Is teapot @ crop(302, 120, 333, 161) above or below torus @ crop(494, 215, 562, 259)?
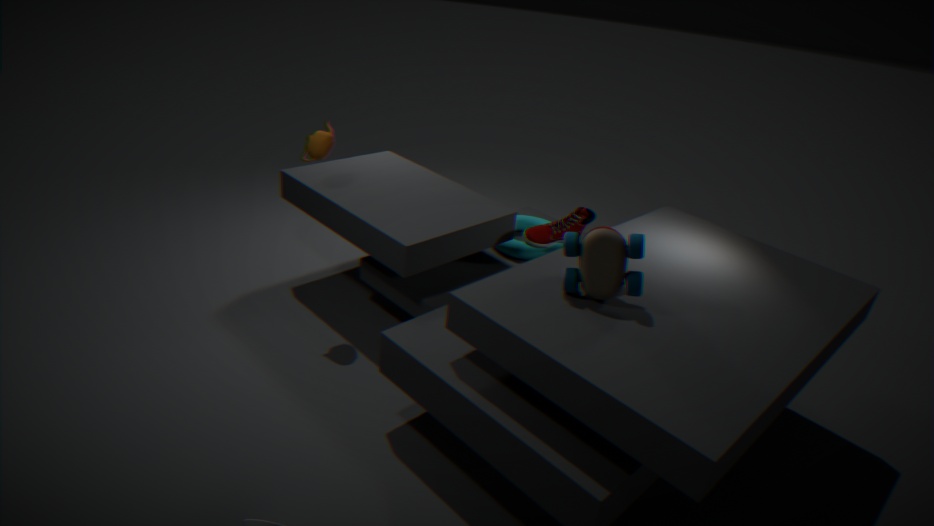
above
